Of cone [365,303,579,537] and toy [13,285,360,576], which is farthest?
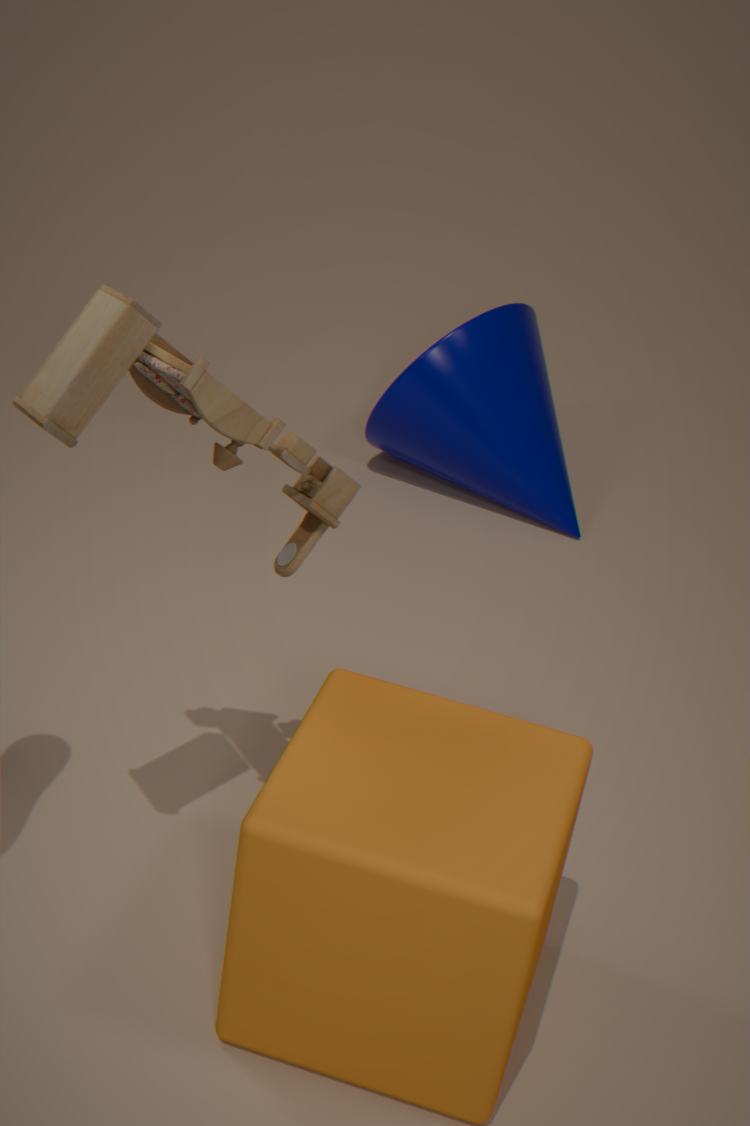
cone [365,303,579,537]
